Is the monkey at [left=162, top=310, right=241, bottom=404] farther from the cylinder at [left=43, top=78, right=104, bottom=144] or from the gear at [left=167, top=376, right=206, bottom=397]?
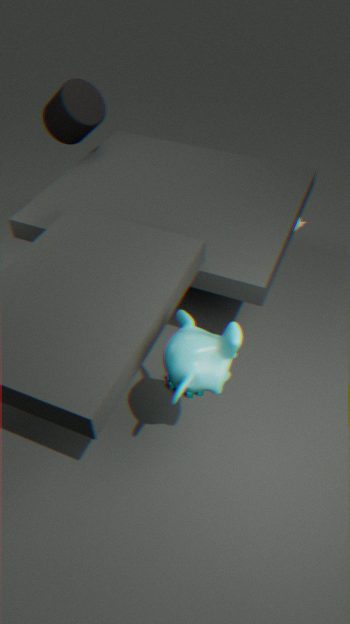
the cylinder at [left=43, top=78, right=104, bottom=144]
